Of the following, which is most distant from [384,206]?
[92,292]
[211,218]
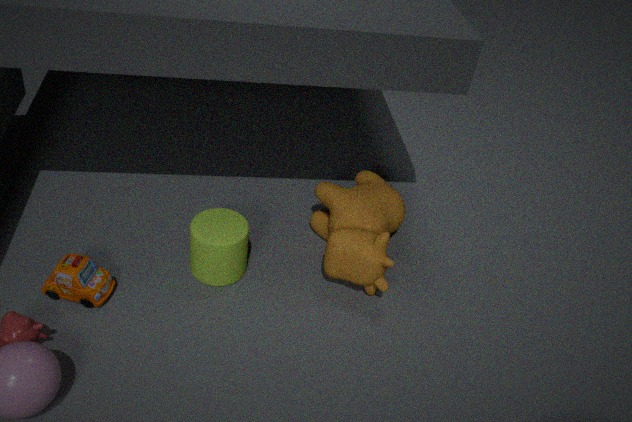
[92,292]
